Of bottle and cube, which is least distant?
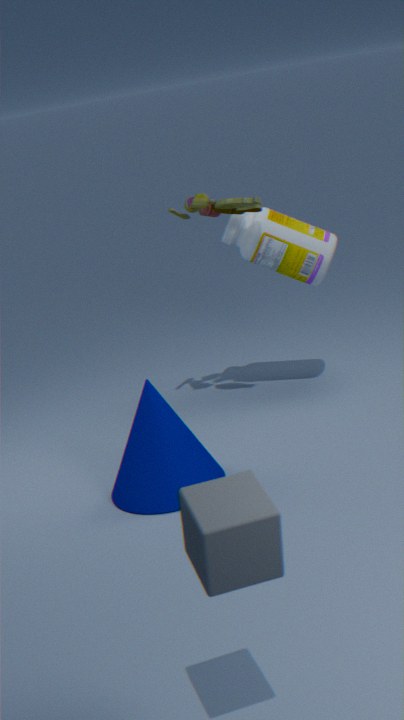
cube
